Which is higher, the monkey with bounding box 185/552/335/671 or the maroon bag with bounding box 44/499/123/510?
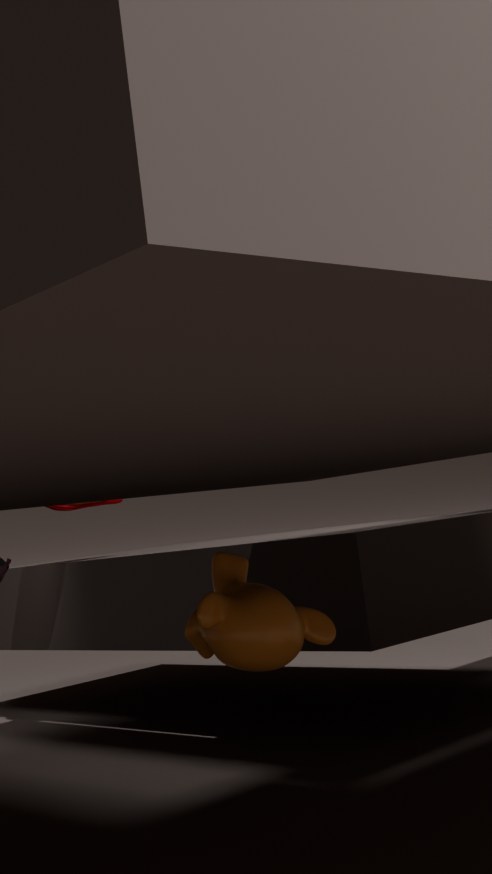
the maroon bag with bounding box 44/499/123/510
